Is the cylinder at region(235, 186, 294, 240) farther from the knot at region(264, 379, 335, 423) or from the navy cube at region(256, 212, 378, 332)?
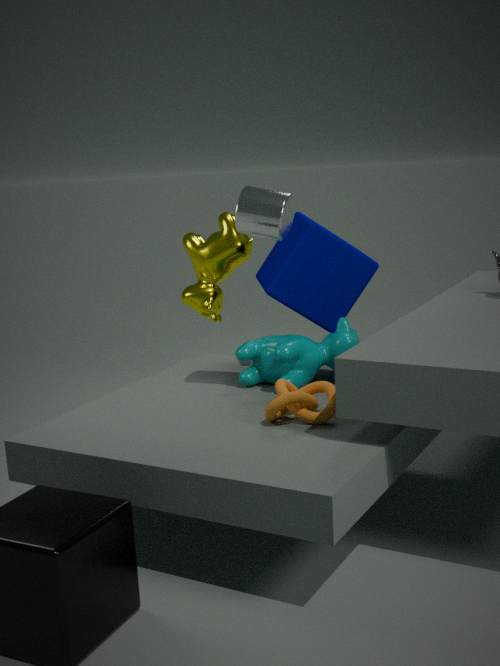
the knot at region(264, 379, 335, 423)
